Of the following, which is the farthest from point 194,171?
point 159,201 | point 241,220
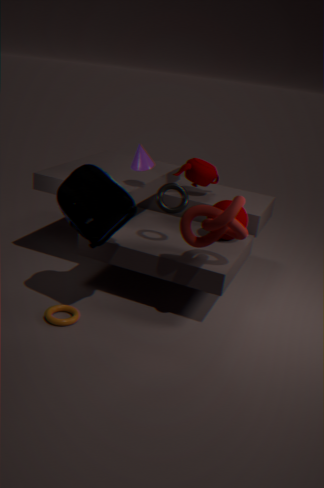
point 159,201
